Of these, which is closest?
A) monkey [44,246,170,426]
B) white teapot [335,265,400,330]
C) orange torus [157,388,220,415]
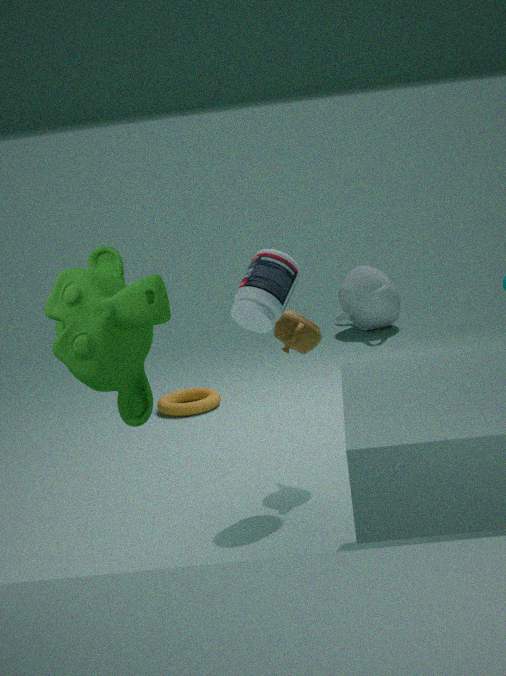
monkey [44,246,170,426]
